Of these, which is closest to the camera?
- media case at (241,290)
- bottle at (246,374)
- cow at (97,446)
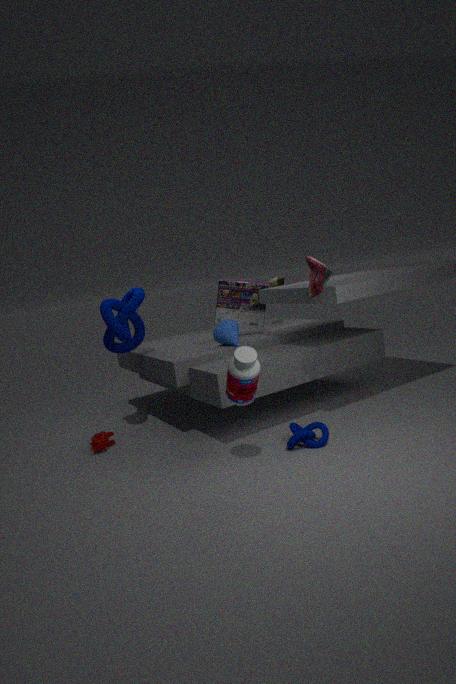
bottle at (246,374)
